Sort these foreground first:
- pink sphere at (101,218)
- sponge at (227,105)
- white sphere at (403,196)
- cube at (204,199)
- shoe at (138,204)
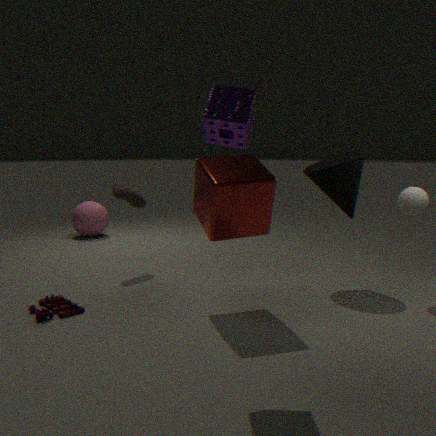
sponge at (227,105) → cube at (204,199) → white sphere at (403,196) → shoe at (138,204) → pink sphere at (101,218)
